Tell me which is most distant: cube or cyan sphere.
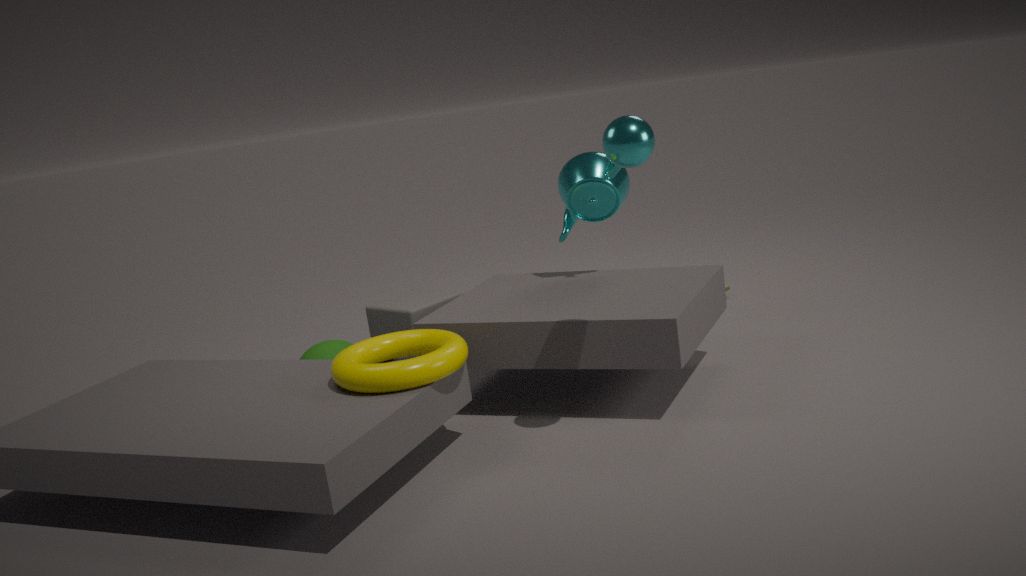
cube
